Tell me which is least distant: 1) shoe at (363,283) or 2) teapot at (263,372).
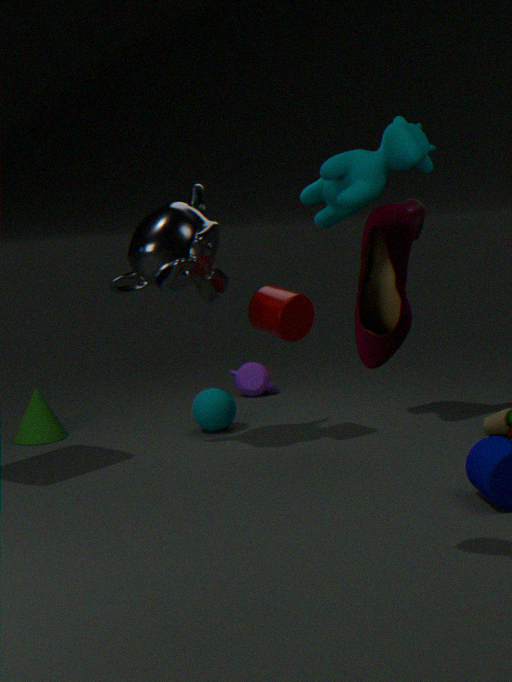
1. shoe at (363,283)
